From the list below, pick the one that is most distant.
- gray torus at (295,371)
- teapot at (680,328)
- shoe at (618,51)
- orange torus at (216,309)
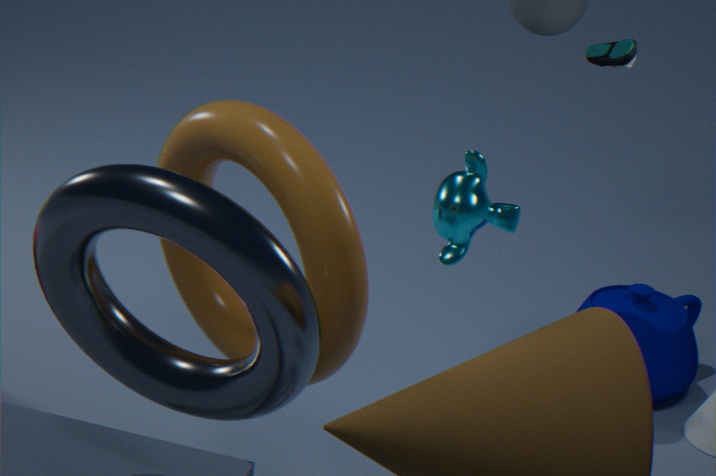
teapot at (680,328)
